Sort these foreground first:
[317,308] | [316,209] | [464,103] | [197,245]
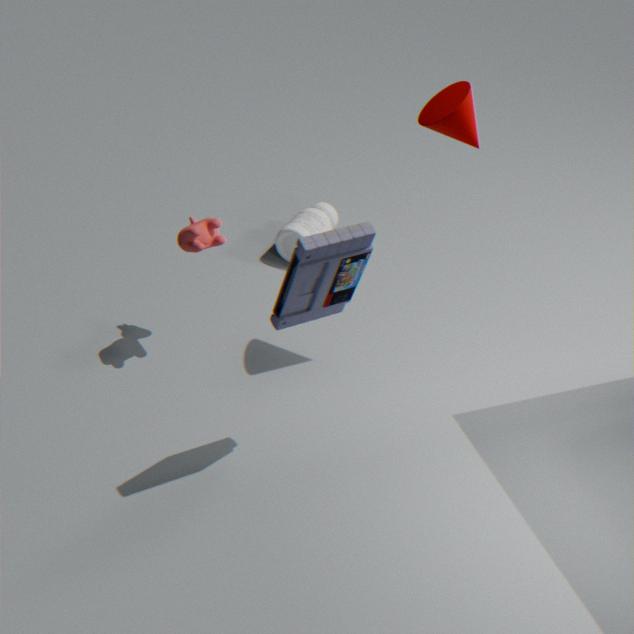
[317,308] < [464,103] < [197,245] < [316,209]
